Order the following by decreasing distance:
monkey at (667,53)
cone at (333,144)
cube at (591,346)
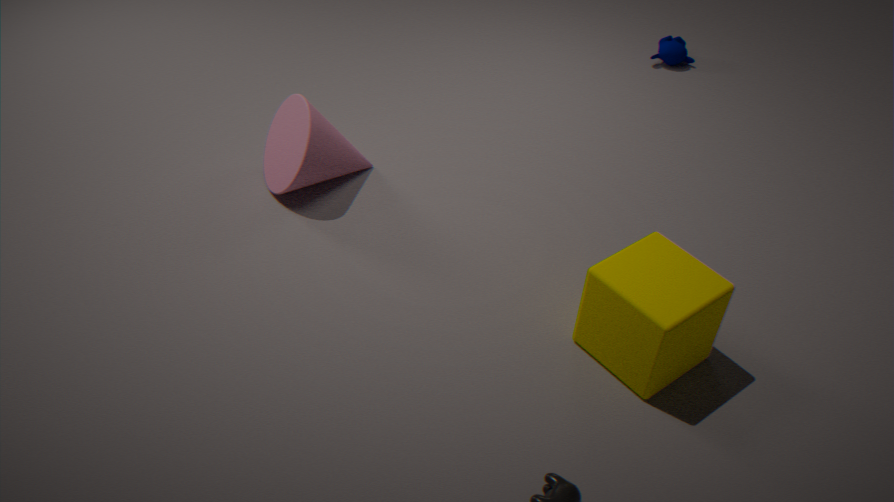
monkey at (667,53), cone at (333,144), cube at (591,346)
